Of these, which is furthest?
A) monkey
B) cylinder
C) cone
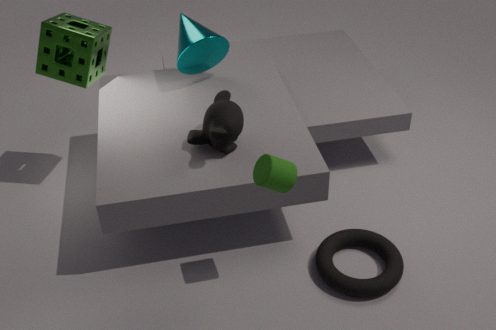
cone
